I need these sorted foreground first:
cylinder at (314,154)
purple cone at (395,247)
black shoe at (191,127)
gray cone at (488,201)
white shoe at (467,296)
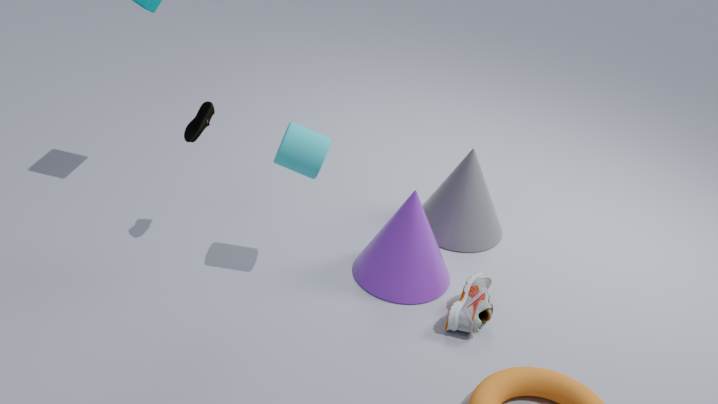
1. cylinder at (314,154)
2. white shoe at (467,296)
3. black shoe at (191,127)
4. purple cone at (395,247)
5. gray cone at (488,201)
